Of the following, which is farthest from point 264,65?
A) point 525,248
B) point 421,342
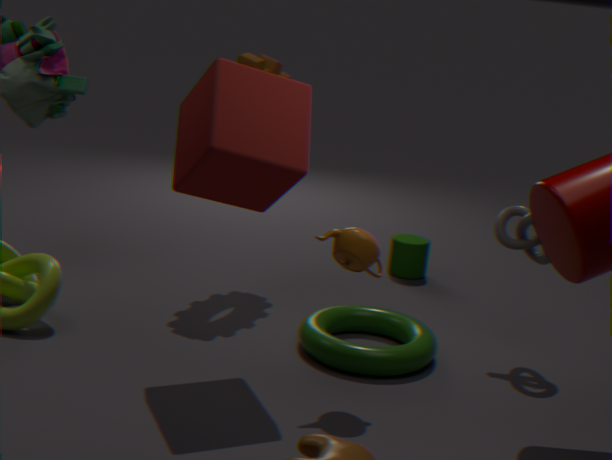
point 525,248
